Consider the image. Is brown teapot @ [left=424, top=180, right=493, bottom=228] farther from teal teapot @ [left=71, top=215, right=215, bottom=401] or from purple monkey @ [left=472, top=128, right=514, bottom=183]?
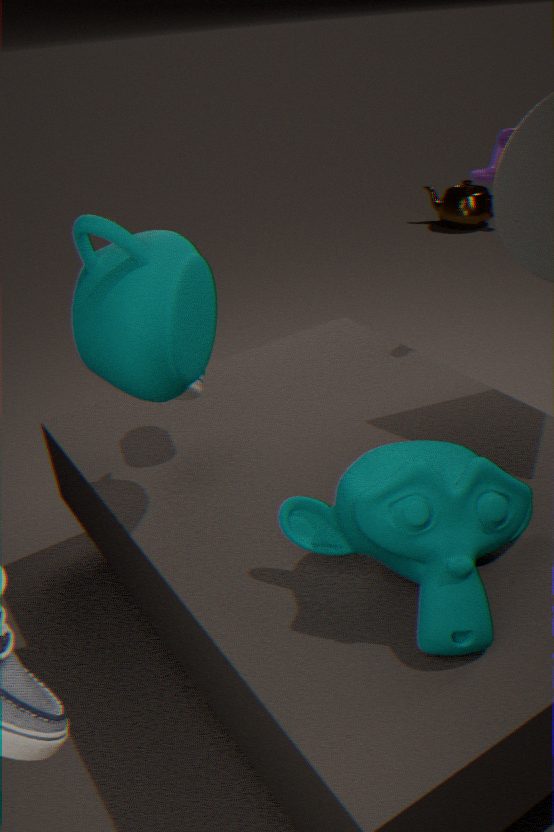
teal teapot @ [left=71, top=215, right=215, bottom=401]
